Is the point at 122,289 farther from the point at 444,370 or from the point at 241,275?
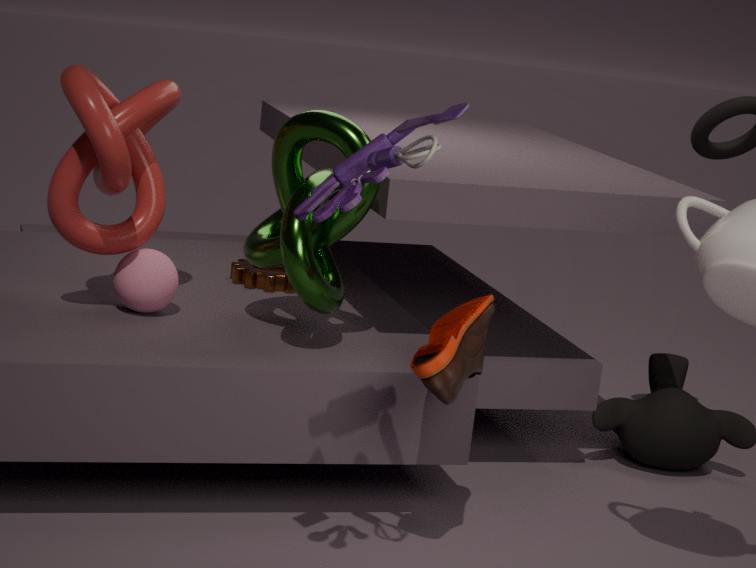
the point at 444,370
